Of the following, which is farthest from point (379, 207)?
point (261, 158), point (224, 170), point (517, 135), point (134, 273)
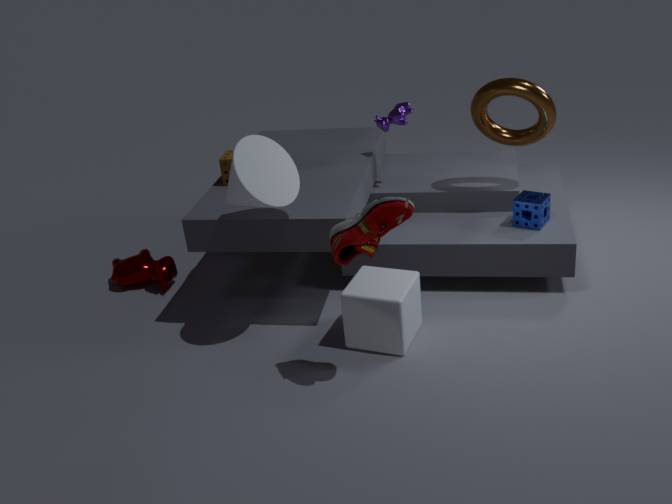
point (134, 273)
